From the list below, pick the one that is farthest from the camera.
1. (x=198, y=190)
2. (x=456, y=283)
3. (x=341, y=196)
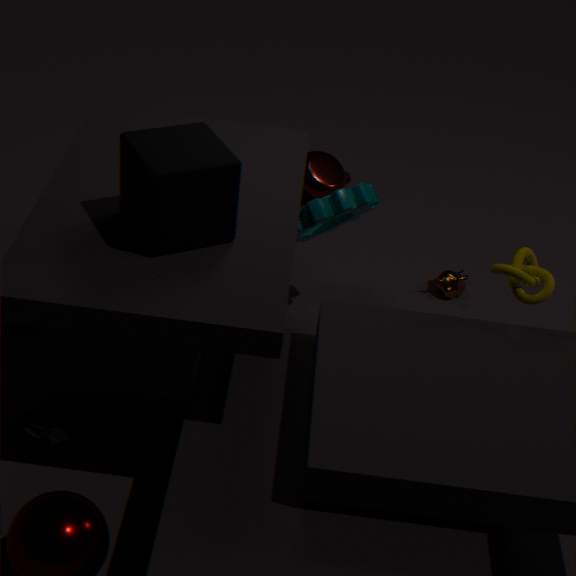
(x=456, y=283)
